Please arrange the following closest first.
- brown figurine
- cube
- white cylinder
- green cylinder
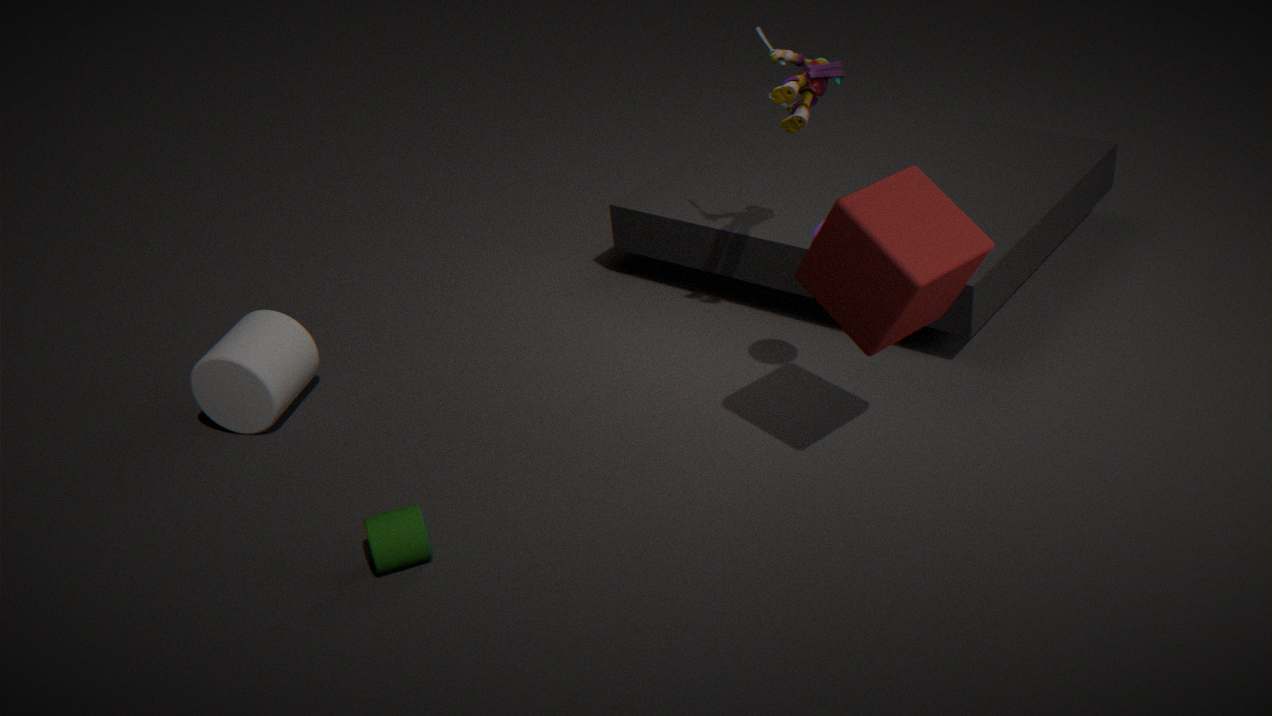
cube → green cylinder → brown figurine → white cylinder
